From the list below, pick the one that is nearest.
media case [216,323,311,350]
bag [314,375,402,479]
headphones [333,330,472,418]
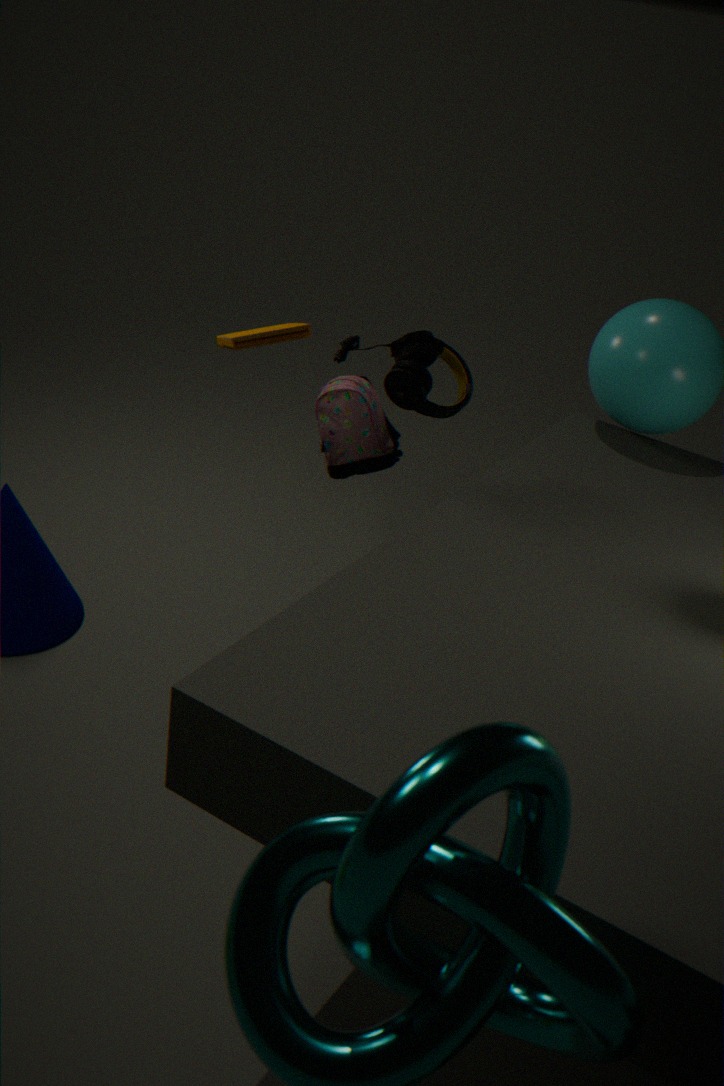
headphones [333,330,472,418]
